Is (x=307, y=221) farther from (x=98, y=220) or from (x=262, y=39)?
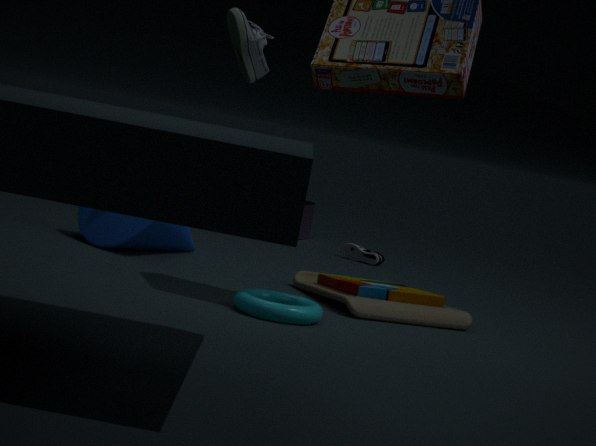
(x=262, y=39)
